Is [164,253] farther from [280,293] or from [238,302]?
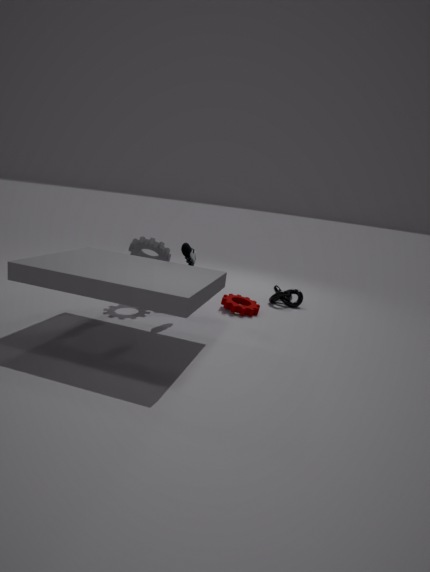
[280,293]
